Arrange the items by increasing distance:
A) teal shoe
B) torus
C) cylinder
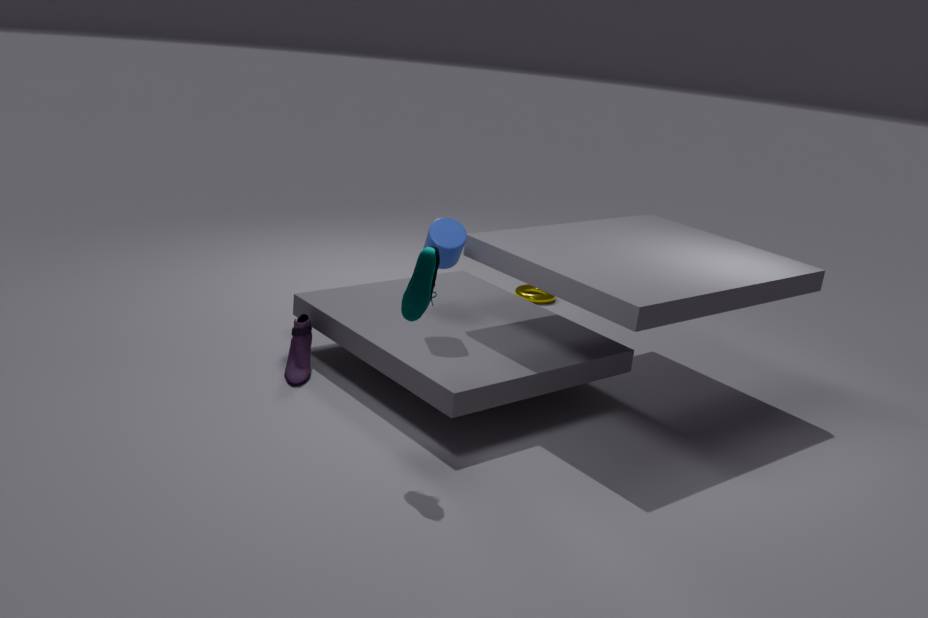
teal shoe < cylinder < torus
